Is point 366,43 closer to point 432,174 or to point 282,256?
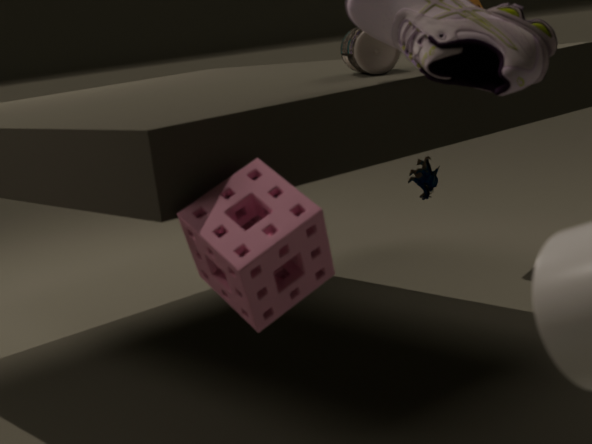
point 432,174
